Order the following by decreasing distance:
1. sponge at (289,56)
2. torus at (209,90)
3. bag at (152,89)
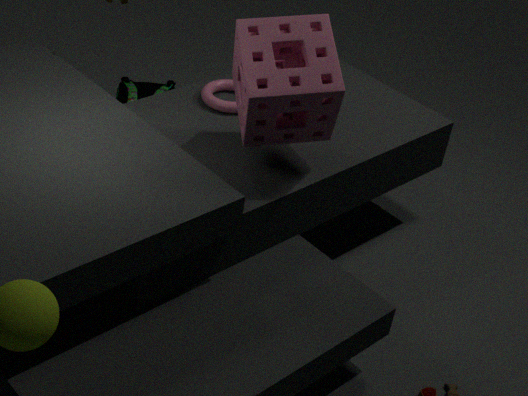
bag at (152,89)
torus at (209,90)
sponge at (289,56)
